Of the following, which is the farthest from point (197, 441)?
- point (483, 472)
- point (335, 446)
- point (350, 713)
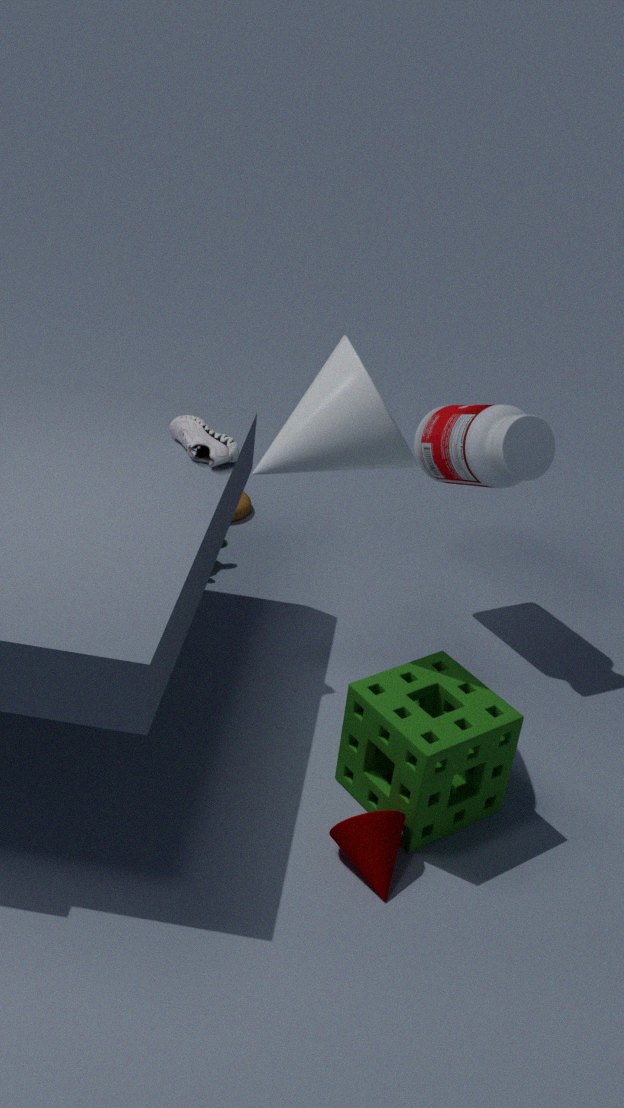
point (350, 713)
